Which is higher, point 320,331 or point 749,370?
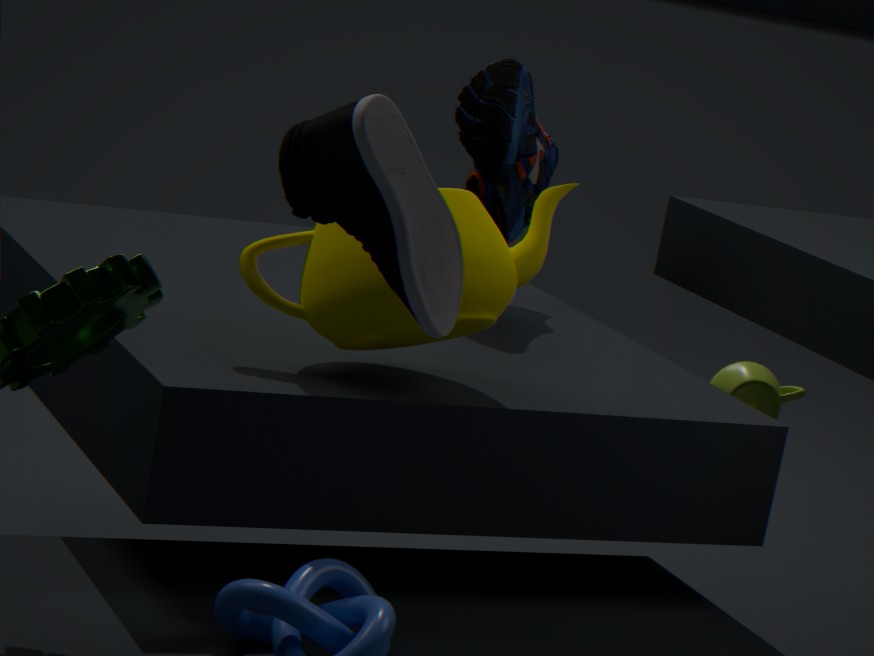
point 320,331
